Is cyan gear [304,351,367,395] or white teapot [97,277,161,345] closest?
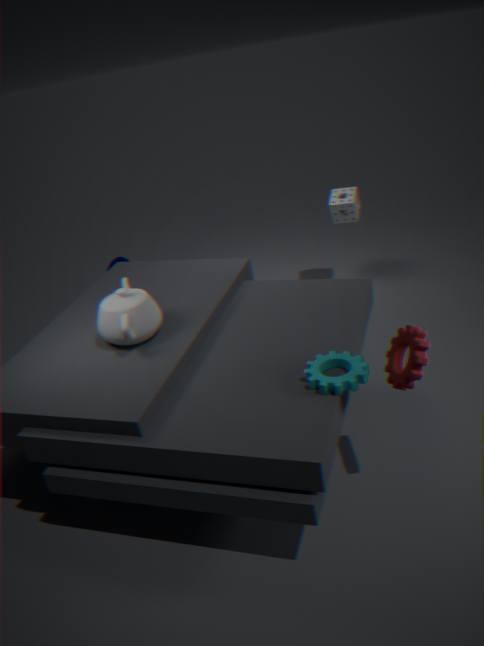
cyan gear [304,351,367,395]
